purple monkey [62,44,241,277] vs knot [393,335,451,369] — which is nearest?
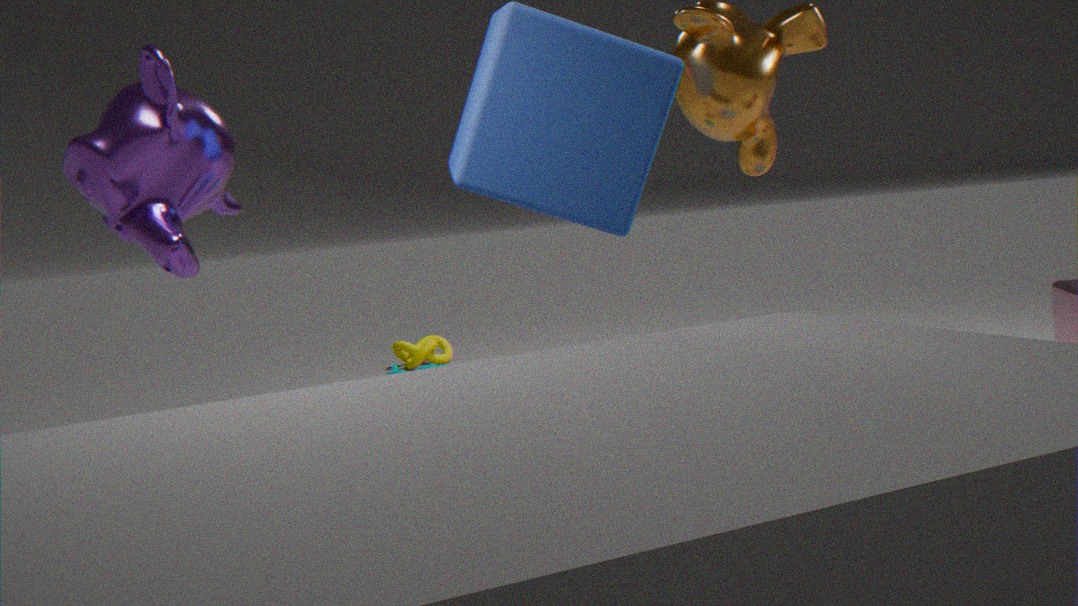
purple monkey [62,44,241,277]
